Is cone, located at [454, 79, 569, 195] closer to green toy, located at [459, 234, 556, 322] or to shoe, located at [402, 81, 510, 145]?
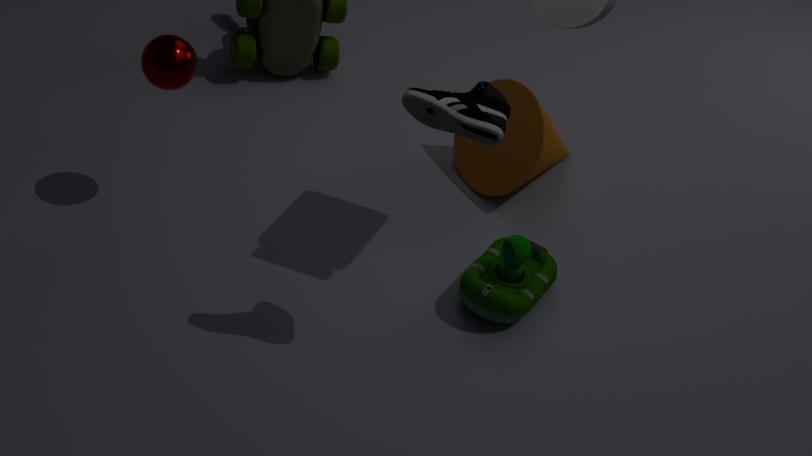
green toy, located at [459, 234, 556, 322]
